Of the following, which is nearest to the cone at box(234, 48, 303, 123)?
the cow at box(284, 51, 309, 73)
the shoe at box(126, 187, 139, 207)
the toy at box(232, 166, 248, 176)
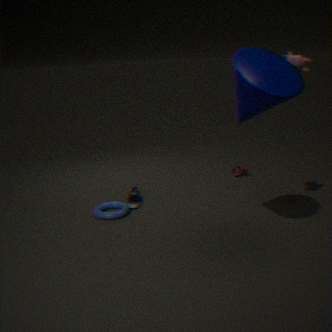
the cow at box(284, 51, 309, 73)
